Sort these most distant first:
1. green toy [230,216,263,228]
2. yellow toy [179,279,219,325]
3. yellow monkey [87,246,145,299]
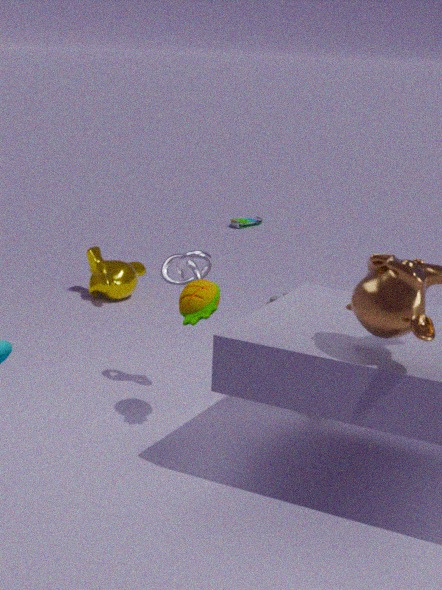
1. green toy [230,216,263,228]
2. yellow monkey [87,246,145,299]
3. yellow toy [179,279,219,325]
